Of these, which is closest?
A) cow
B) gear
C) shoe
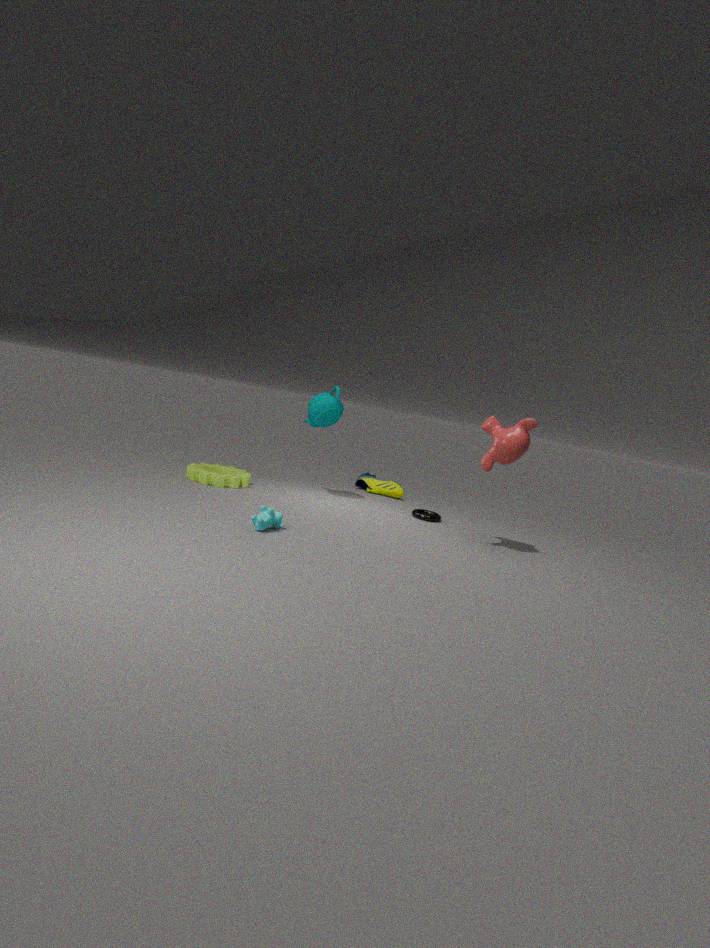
cow
